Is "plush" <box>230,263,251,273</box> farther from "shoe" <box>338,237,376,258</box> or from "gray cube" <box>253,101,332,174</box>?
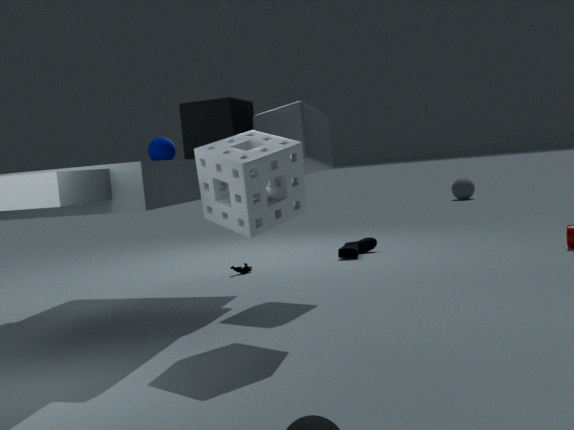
"gray cube" <box>253,101,332,174</box>
